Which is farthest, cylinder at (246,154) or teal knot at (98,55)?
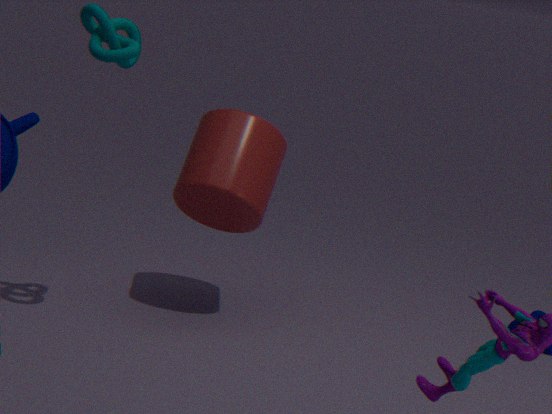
cylinder at (246,154)
